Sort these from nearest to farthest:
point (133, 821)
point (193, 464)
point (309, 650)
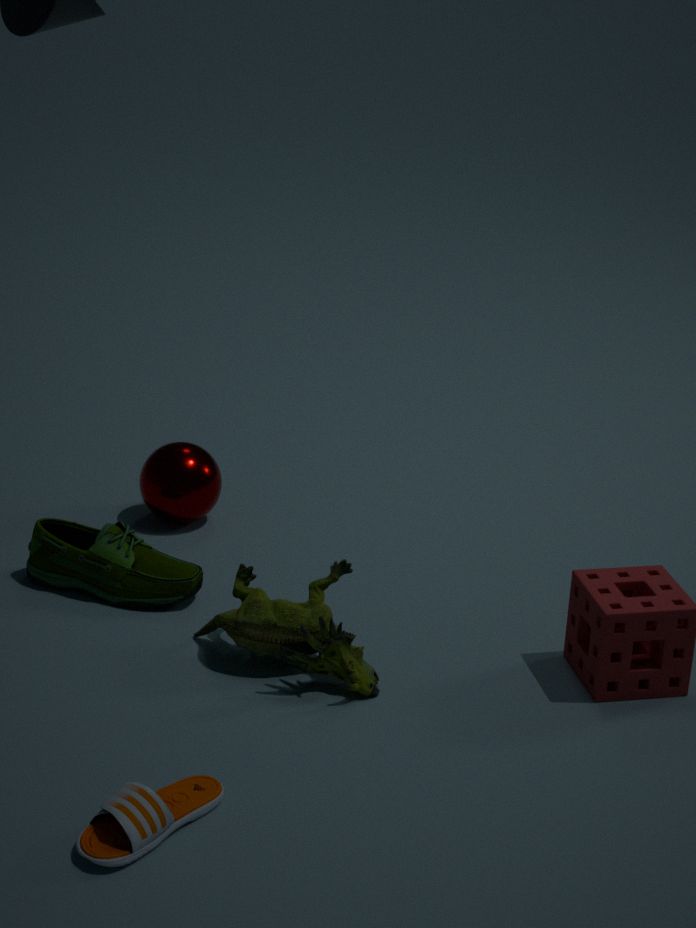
point (133, 821) → point (309, 650) → point (193, 464)
